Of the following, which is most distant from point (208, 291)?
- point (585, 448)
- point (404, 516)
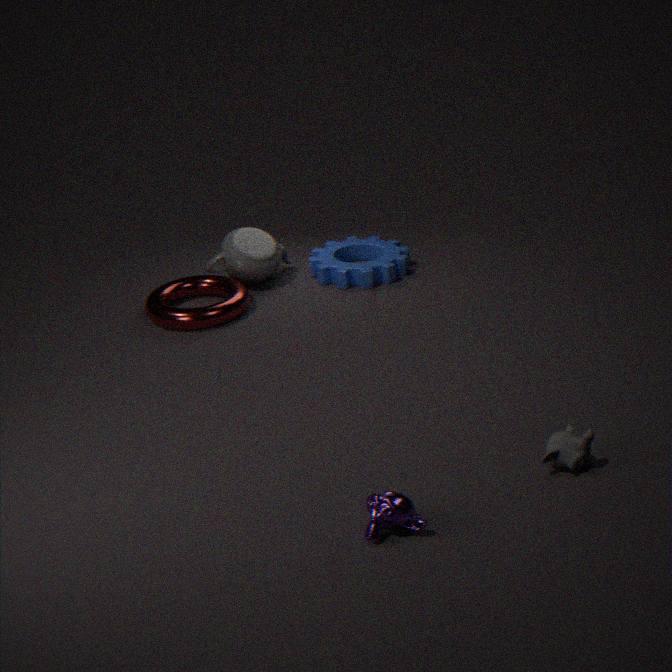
point (585, 448)
